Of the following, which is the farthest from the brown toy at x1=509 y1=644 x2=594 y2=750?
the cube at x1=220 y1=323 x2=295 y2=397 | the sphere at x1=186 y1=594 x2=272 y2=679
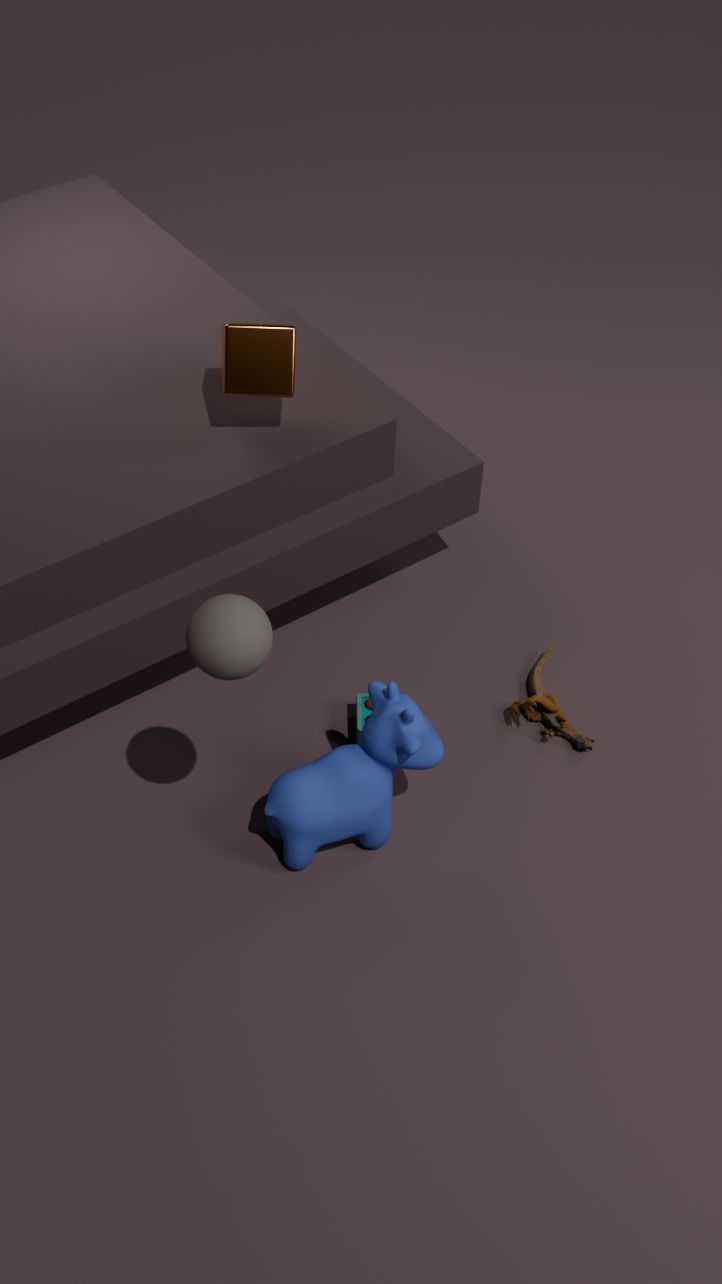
the sphere at x1=186 y1=594 x2=272 y2=679
